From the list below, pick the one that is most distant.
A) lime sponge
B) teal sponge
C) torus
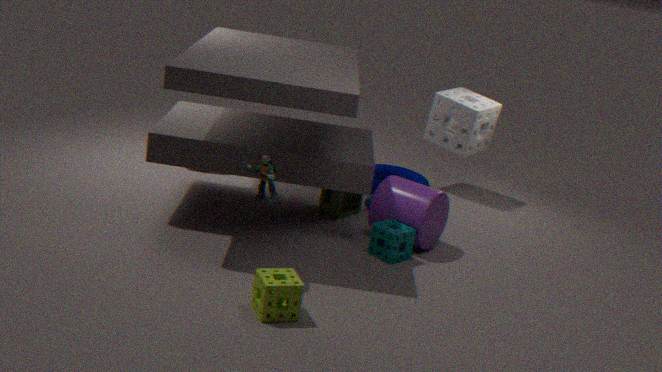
torus
